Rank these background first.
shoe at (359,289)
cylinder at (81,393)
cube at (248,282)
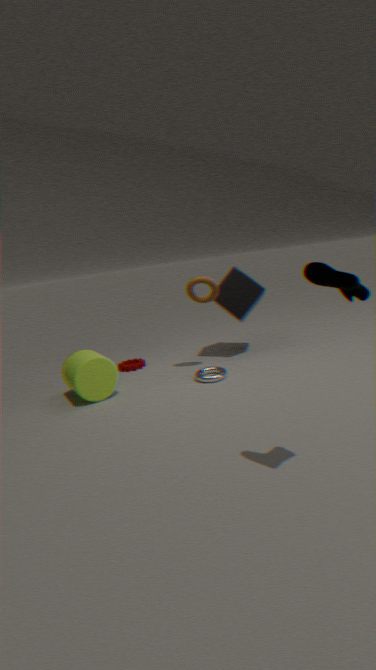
cube at (248,282) → cylinder at (81,393) → shoe at (359,289)
